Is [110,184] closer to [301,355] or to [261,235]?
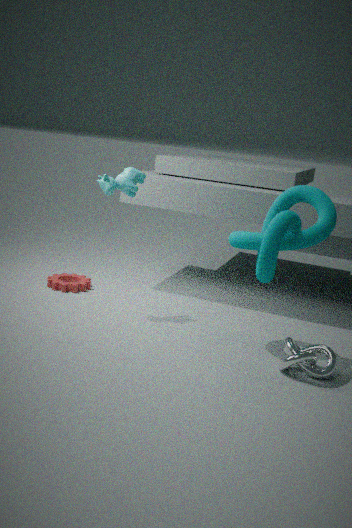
[261,235]
